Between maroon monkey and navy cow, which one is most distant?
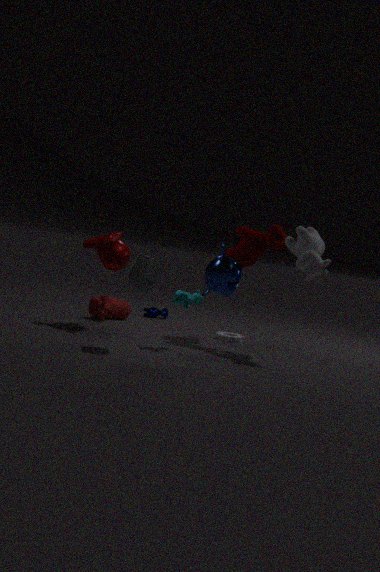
navy cow
